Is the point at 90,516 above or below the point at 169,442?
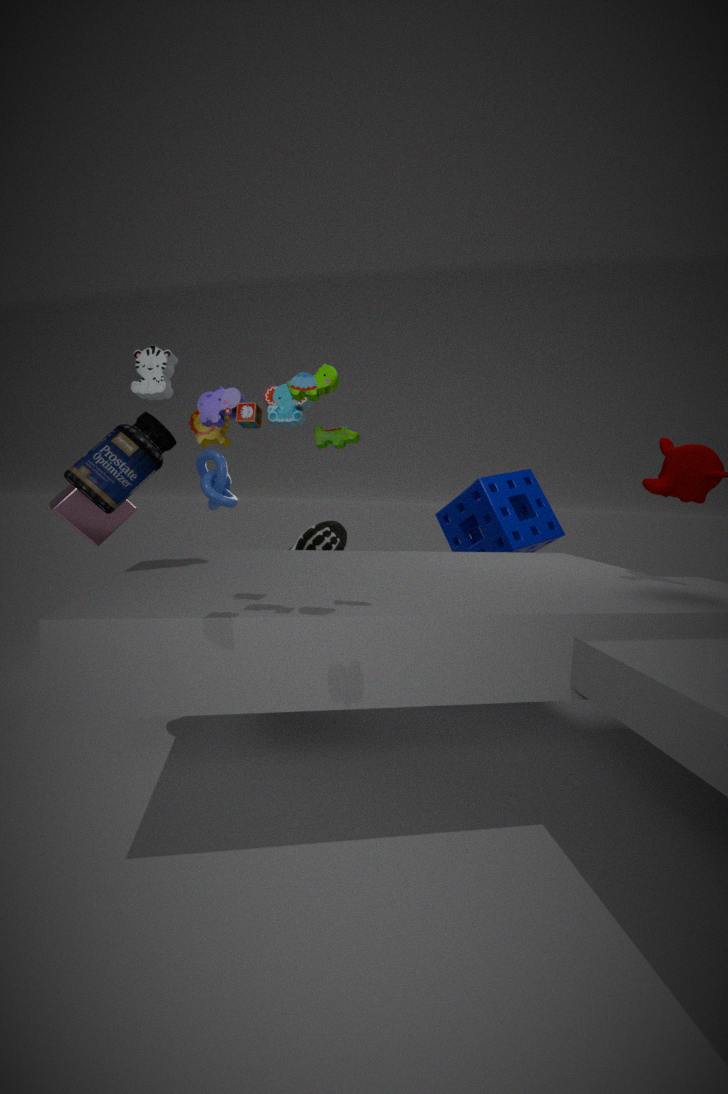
below
